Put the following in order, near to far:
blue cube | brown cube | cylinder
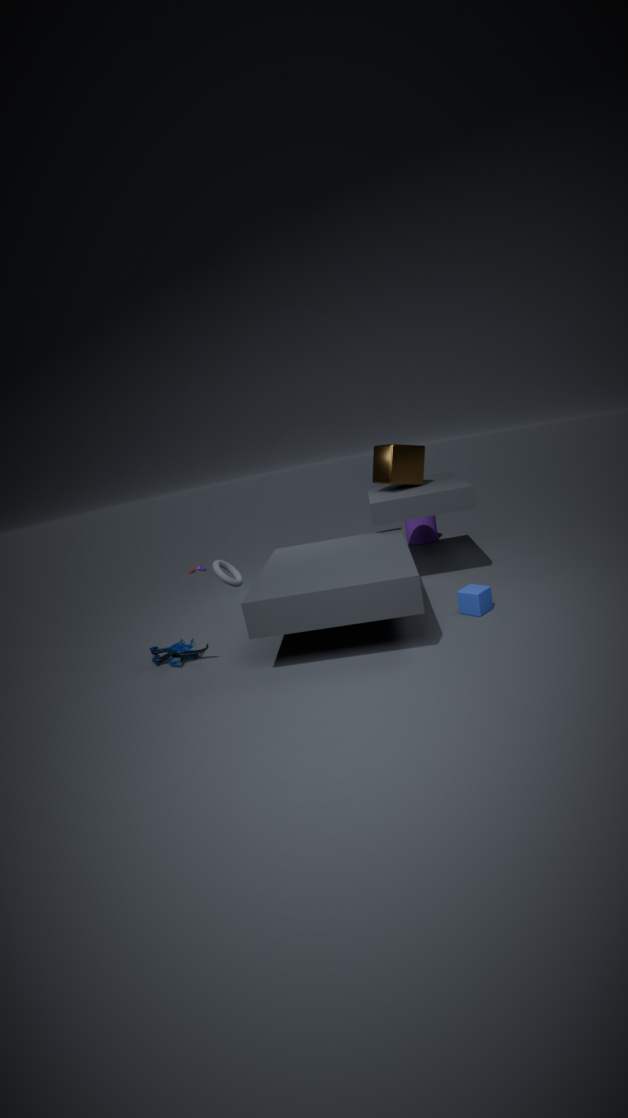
blue cube < brown cube < cylinder
